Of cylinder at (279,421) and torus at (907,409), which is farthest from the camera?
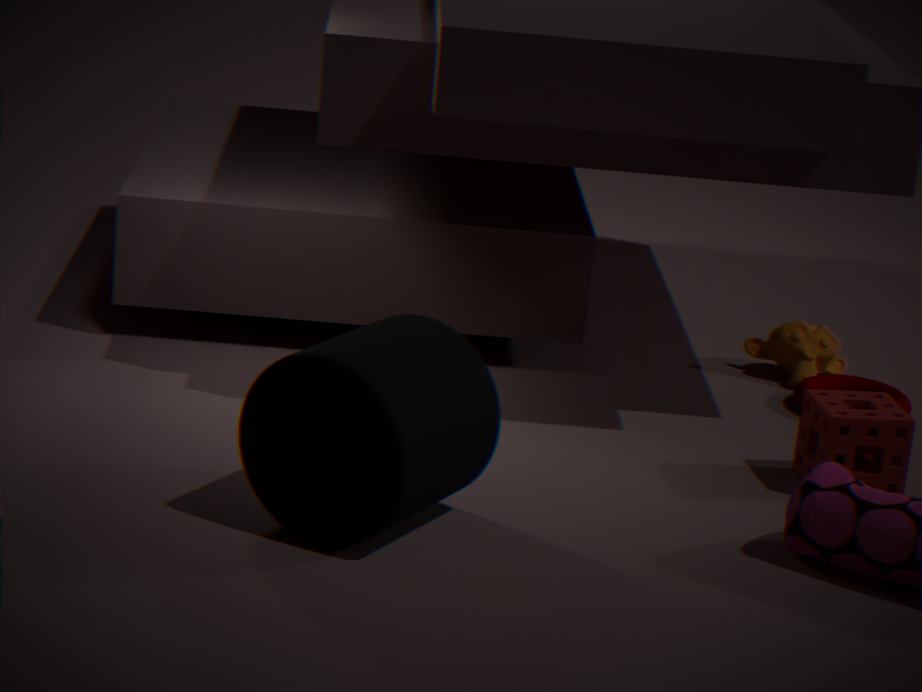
torus at (907,409)
